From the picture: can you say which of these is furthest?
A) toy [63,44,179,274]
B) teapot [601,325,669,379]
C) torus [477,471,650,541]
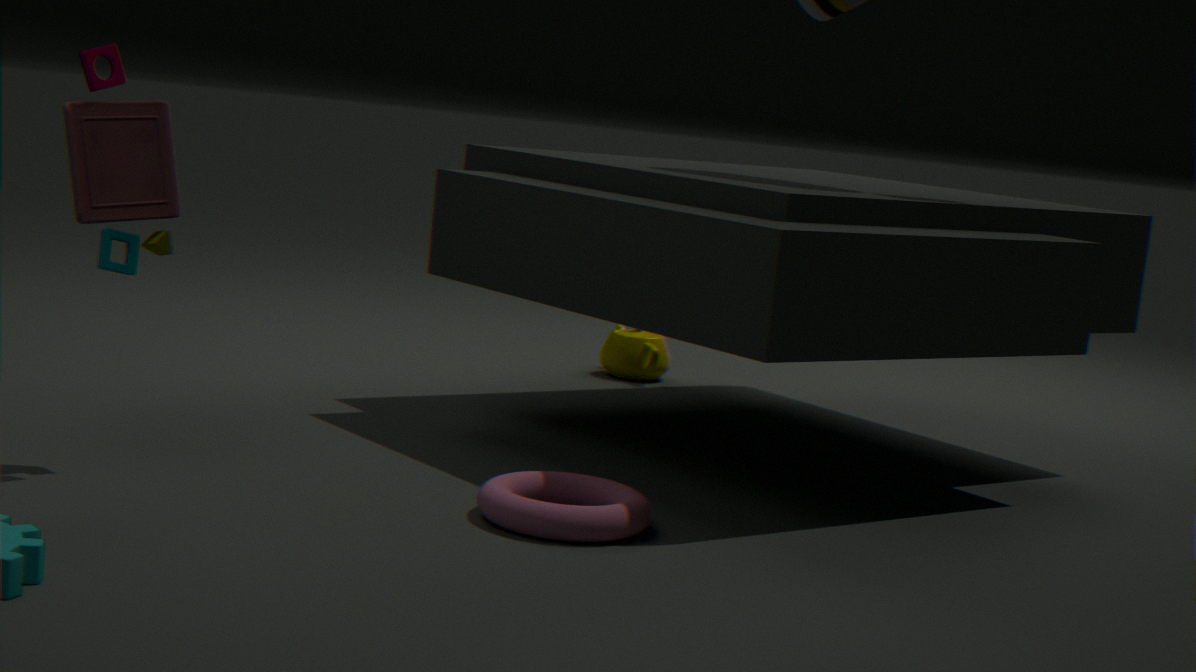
teapot [601,325,669,379]
